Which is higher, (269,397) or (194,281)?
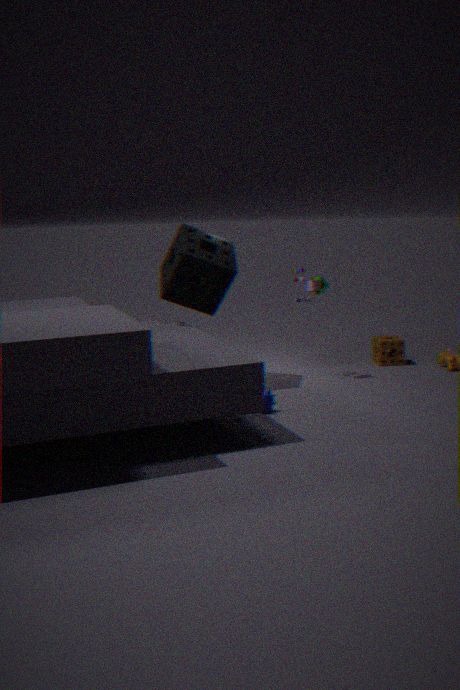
(194,281)
